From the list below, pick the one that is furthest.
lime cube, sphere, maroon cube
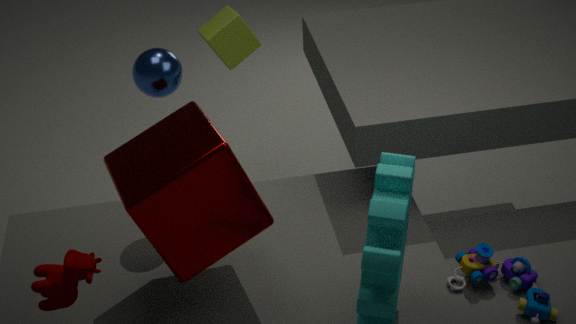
lime cube
